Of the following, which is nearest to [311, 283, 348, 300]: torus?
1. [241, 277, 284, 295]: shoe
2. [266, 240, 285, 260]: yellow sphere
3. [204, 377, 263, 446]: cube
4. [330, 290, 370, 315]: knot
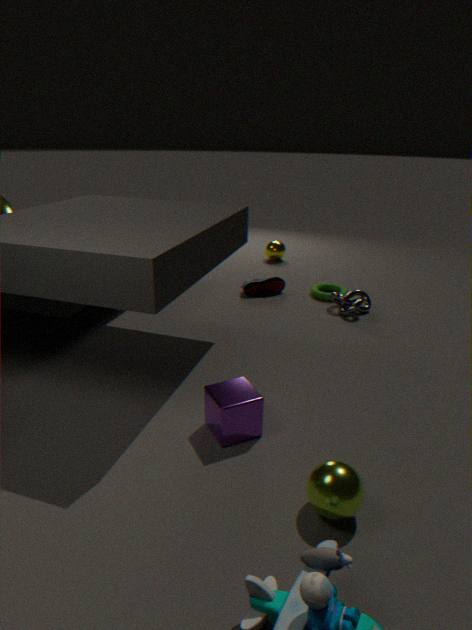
[330, 290, 370, 315]: knot
